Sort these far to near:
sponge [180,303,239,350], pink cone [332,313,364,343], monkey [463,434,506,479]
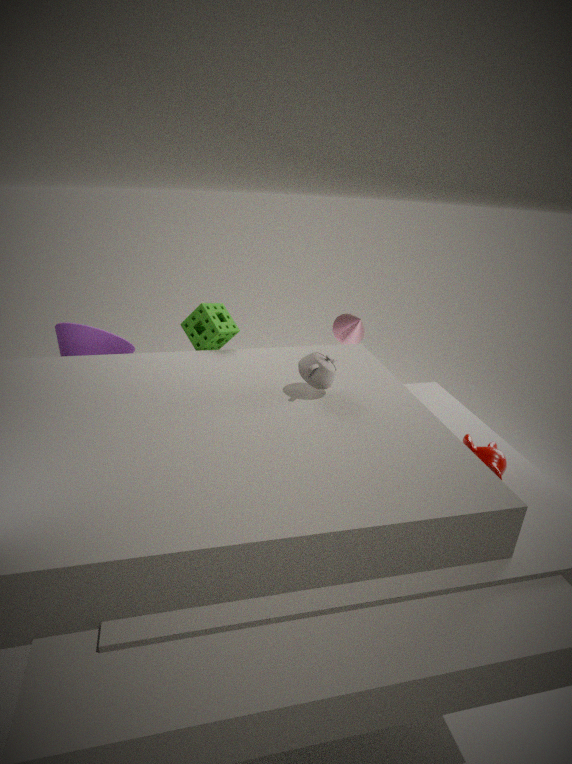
pink cone [332,313,364,343], sponge [180,303,239,350], monkey [463,434,506,479]
